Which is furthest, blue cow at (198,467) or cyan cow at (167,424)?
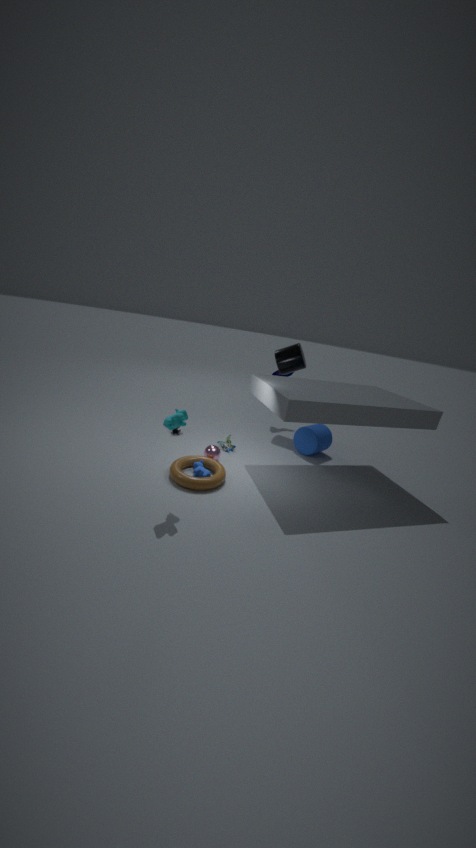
blue cow at (198,467)
